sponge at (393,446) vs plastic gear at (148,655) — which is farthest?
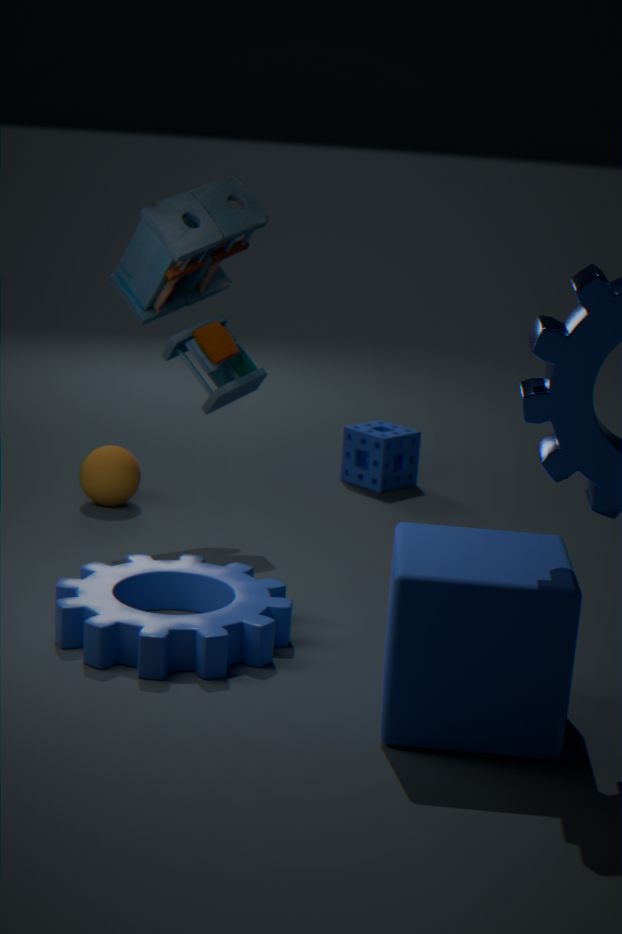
sponge at (393,446)
